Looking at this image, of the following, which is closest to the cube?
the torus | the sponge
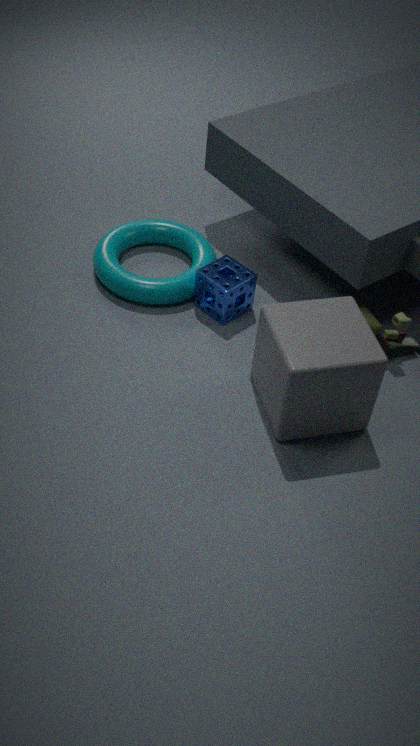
the sponge
